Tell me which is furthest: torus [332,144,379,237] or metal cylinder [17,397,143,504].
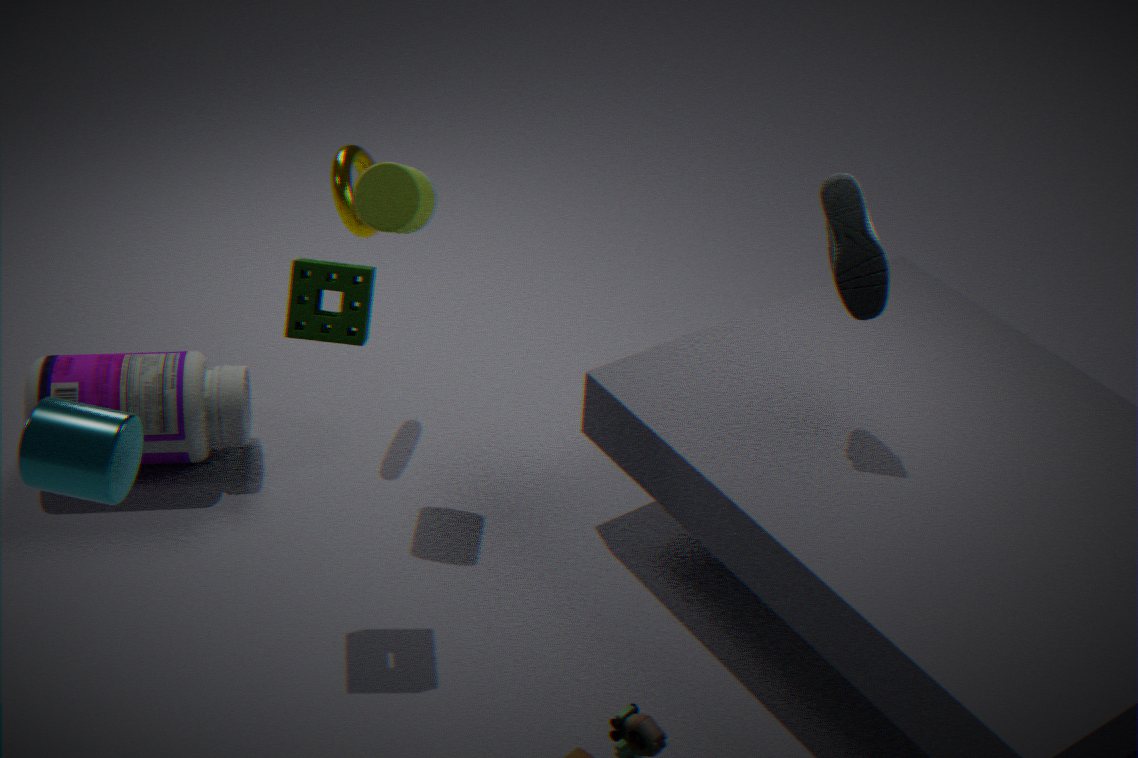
torus [332,144,379,237]
